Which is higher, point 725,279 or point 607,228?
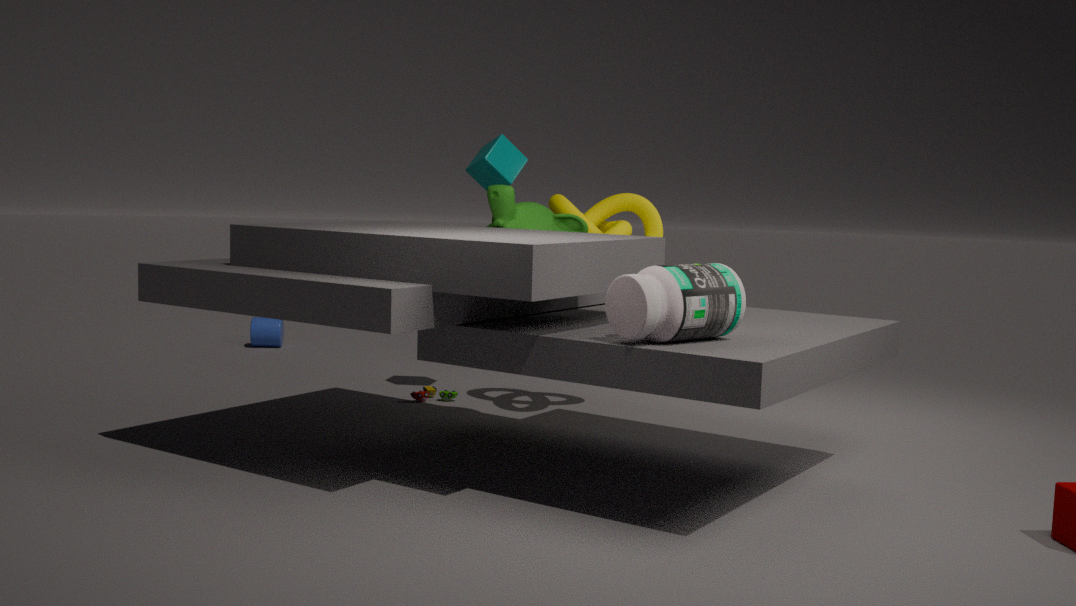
point 607,228
